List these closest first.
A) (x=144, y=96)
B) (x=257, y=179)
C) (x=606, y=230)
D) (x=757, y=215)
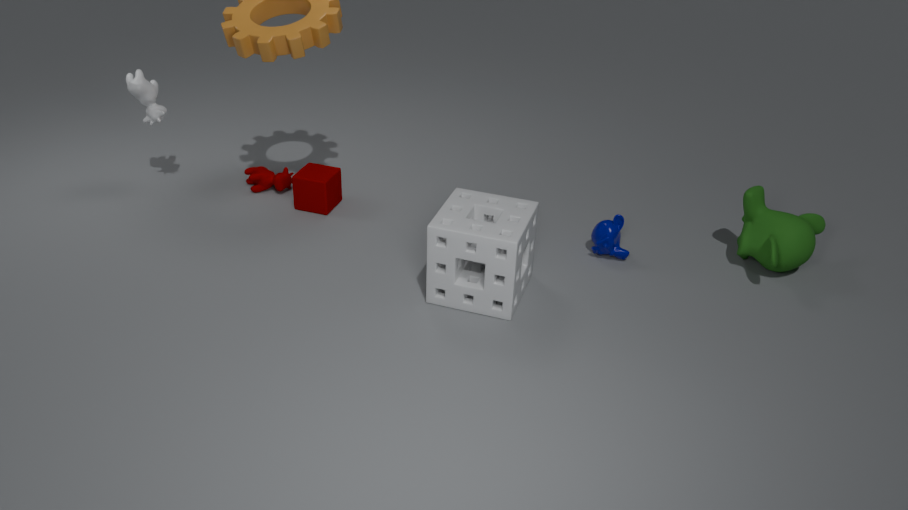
(x=606, y=230)
(x=757, y=215)
(x=144, y=96)
(x=257, y=179)
